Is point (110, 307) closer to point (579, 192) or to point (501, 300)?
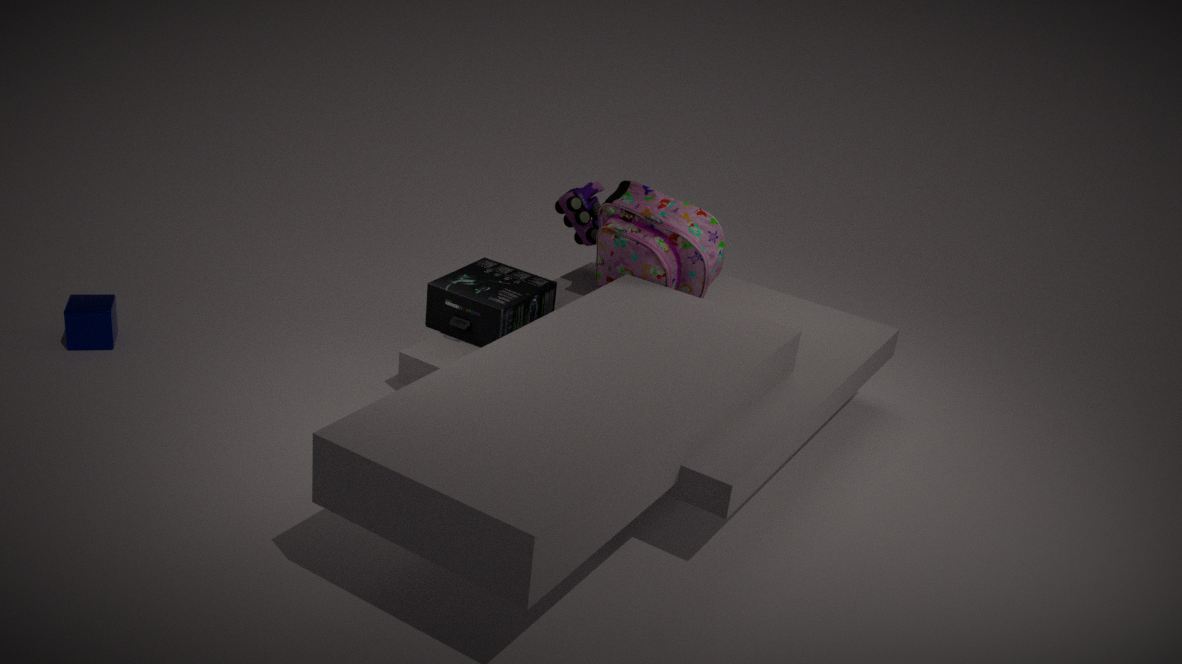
point (501, 300)
